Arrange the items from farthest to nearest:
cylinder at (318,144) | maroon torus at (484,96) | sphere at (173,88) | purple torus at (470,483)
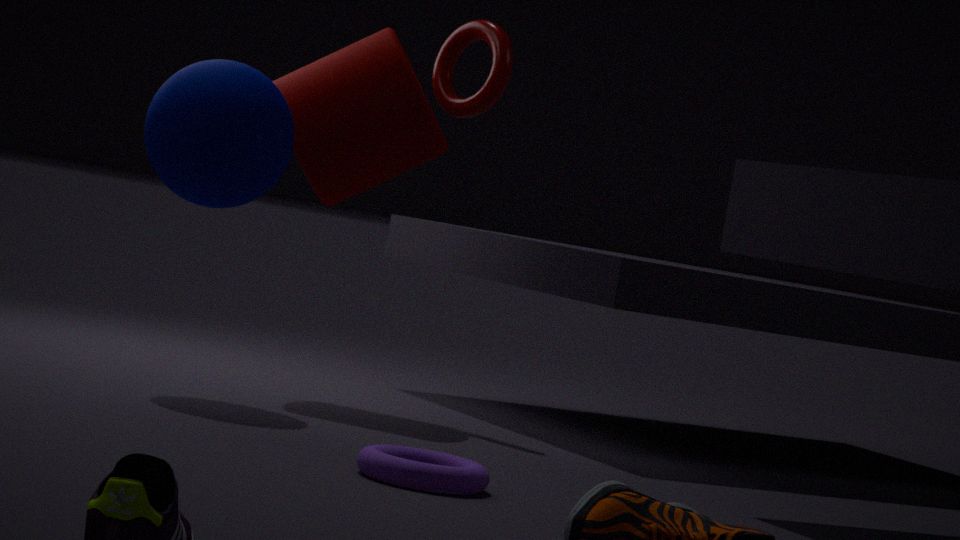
maroon torus at (484,96) < cylinder at (318,144) < sphere at (173,88) < purple torus at (470,483)
